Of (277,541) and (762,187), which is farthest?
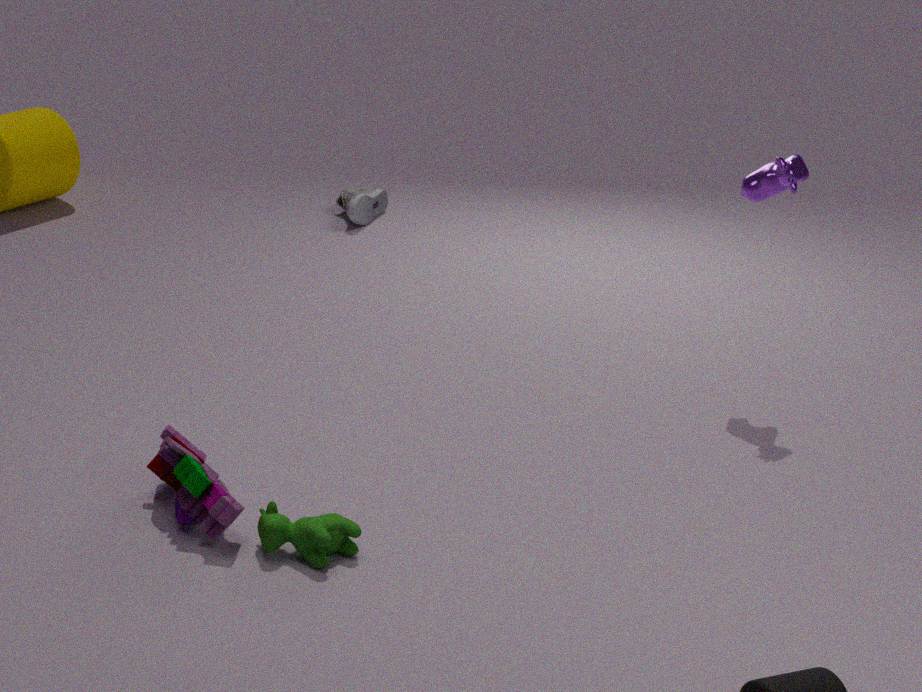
(762,187)
